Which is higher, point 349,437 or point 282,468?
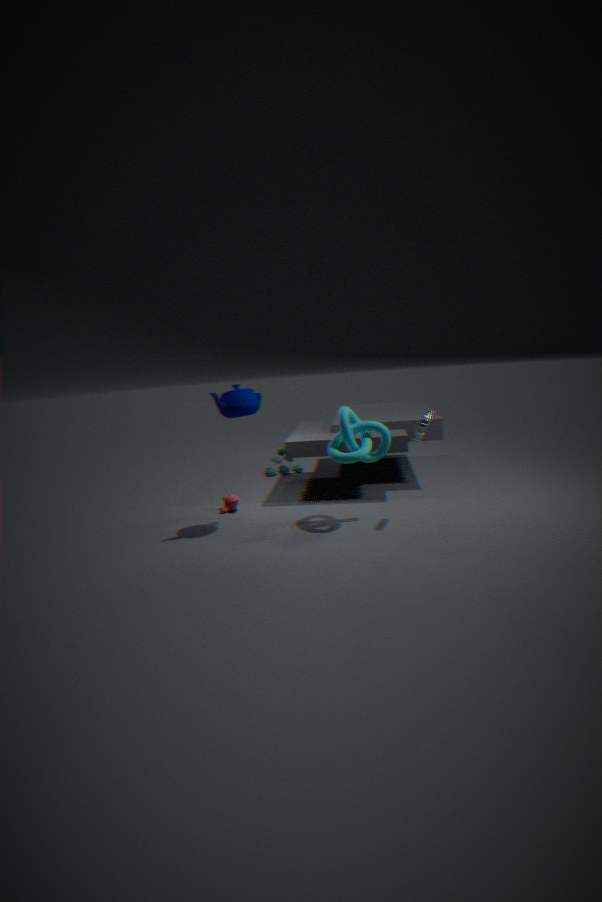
point 349,437
